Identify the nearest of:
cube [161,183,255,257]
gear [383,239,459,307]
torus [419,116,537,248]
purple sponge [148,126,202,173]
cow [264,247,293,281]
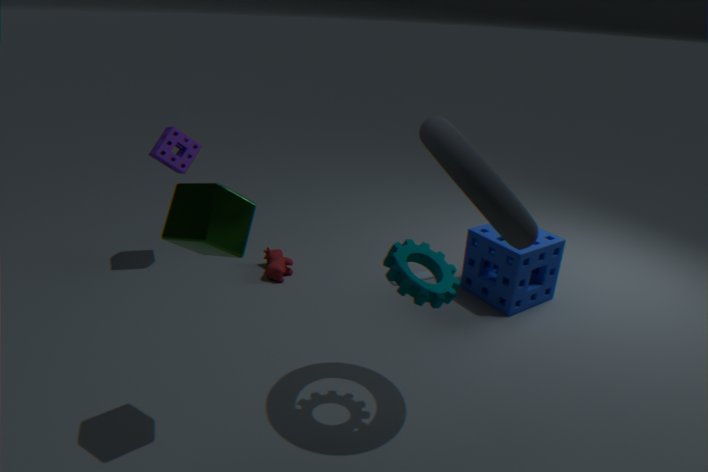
torus [419,116,537,248]
